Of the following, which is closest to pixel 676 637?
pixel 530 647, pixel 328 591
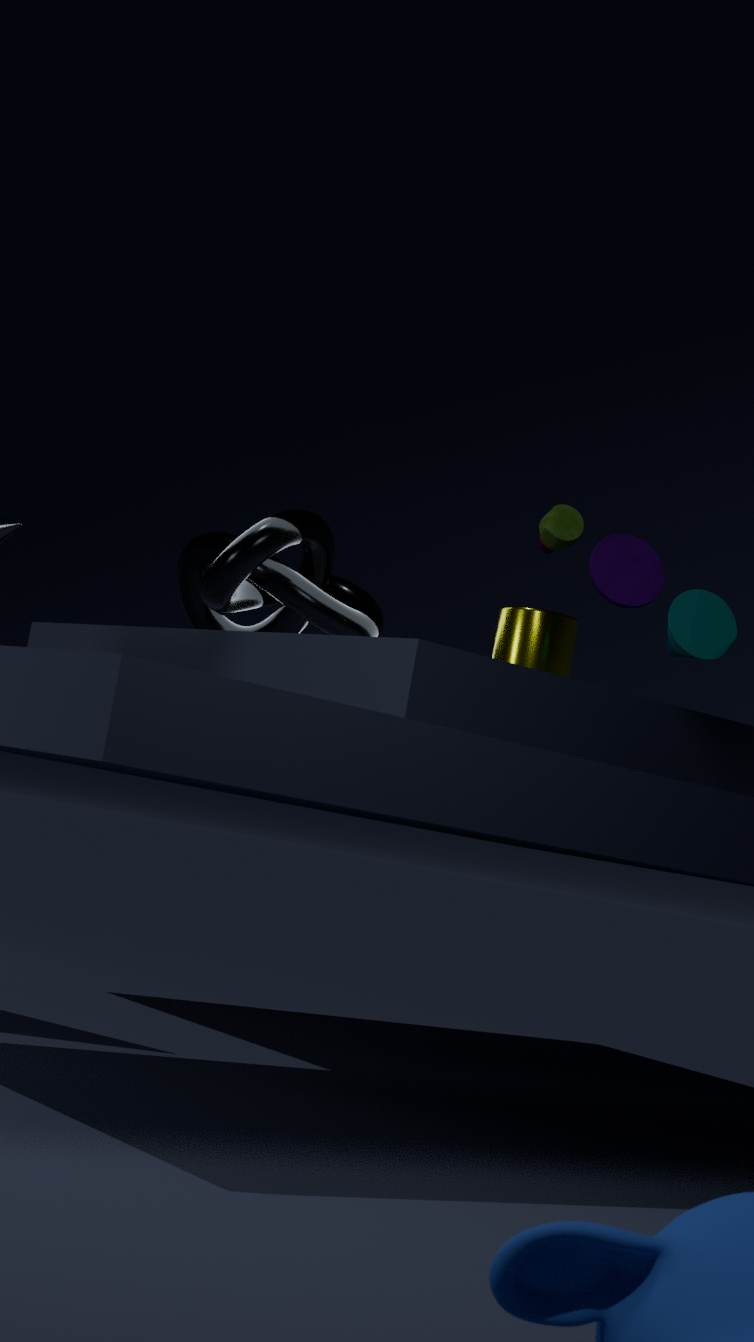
pixel 530 647
